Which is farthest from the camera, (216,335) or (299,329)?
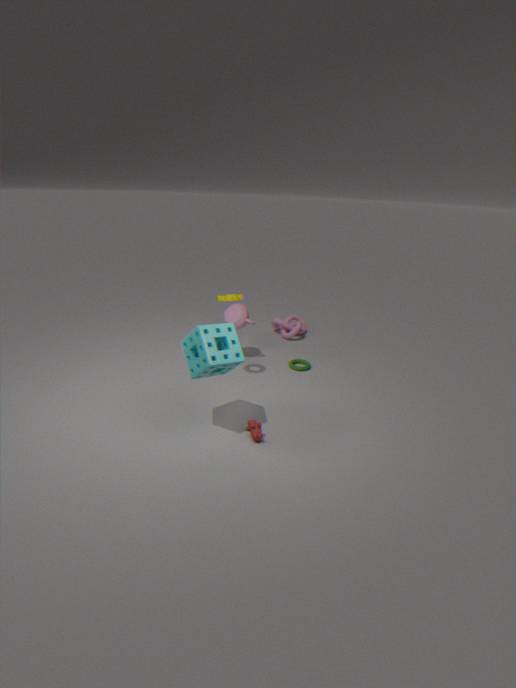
(299,329)
